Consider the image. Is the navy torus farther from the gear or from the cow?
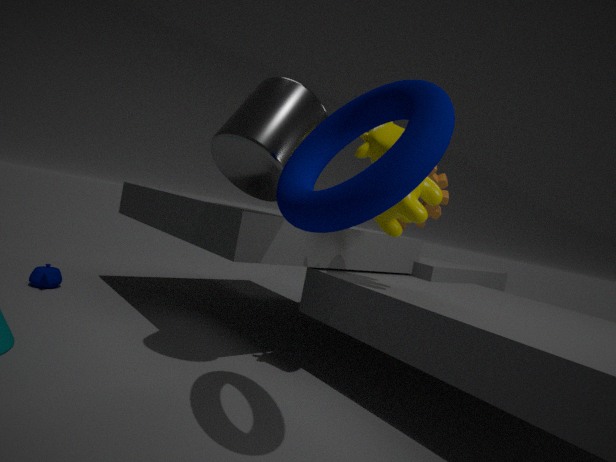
the gear
